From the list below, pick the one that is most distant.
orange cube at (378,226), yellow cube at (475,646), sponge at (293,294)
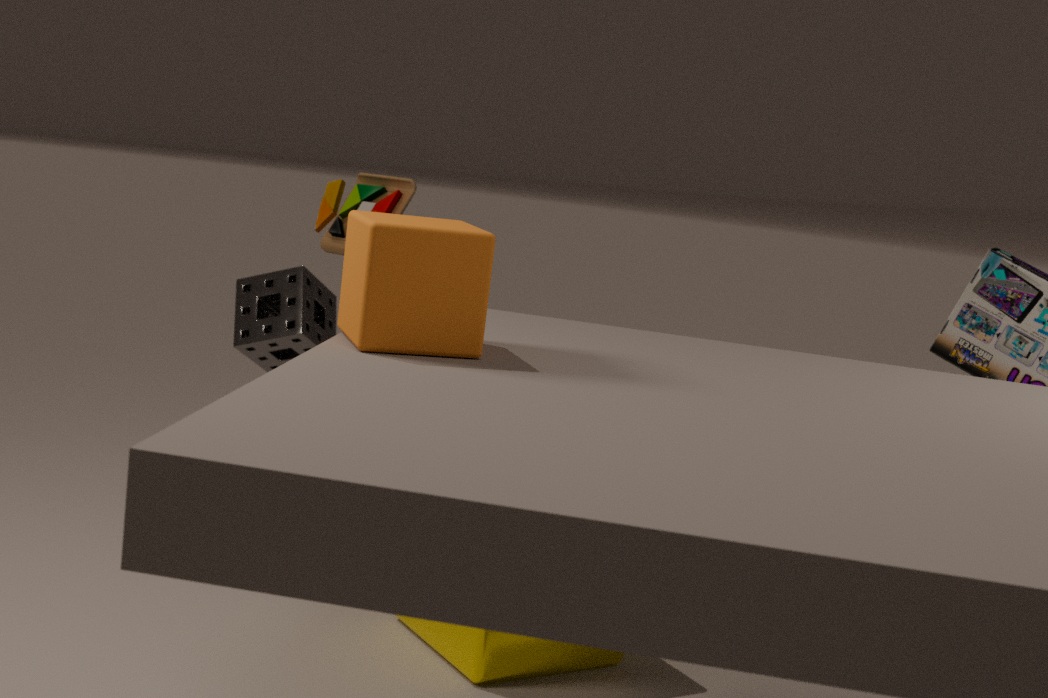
sponge at (293,294)
